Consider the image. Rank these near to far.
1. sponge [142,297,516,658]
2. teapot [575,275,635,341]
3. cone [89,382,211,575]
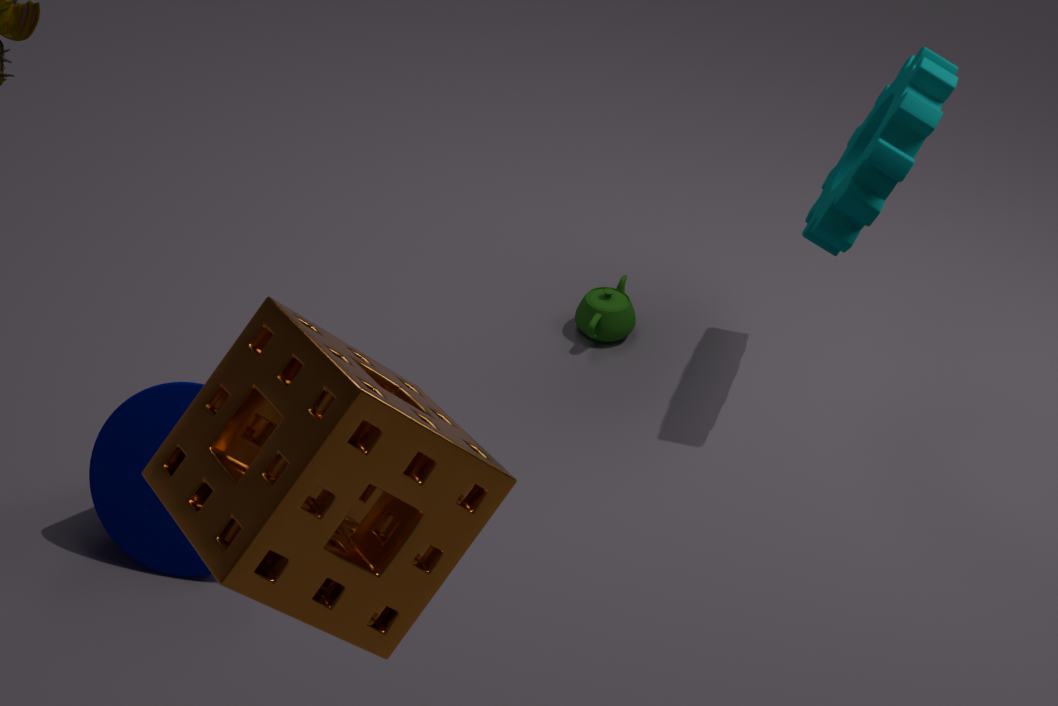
sponge [142,297,516,658], cone [89,382,211,575], teapot [575,275,635,341]
